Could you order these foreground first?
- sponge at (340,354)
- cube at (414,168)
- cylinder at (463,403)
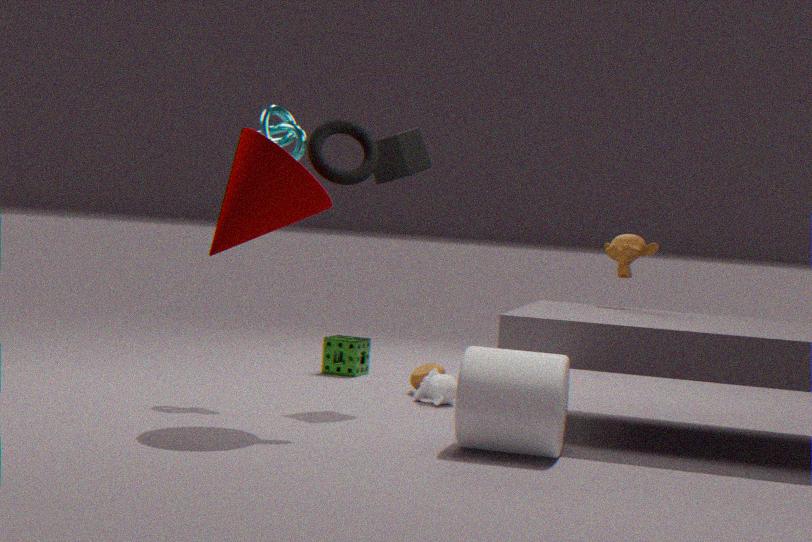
cylinder at (463,403)
cube at (414,168)
sponge at (340,354)
